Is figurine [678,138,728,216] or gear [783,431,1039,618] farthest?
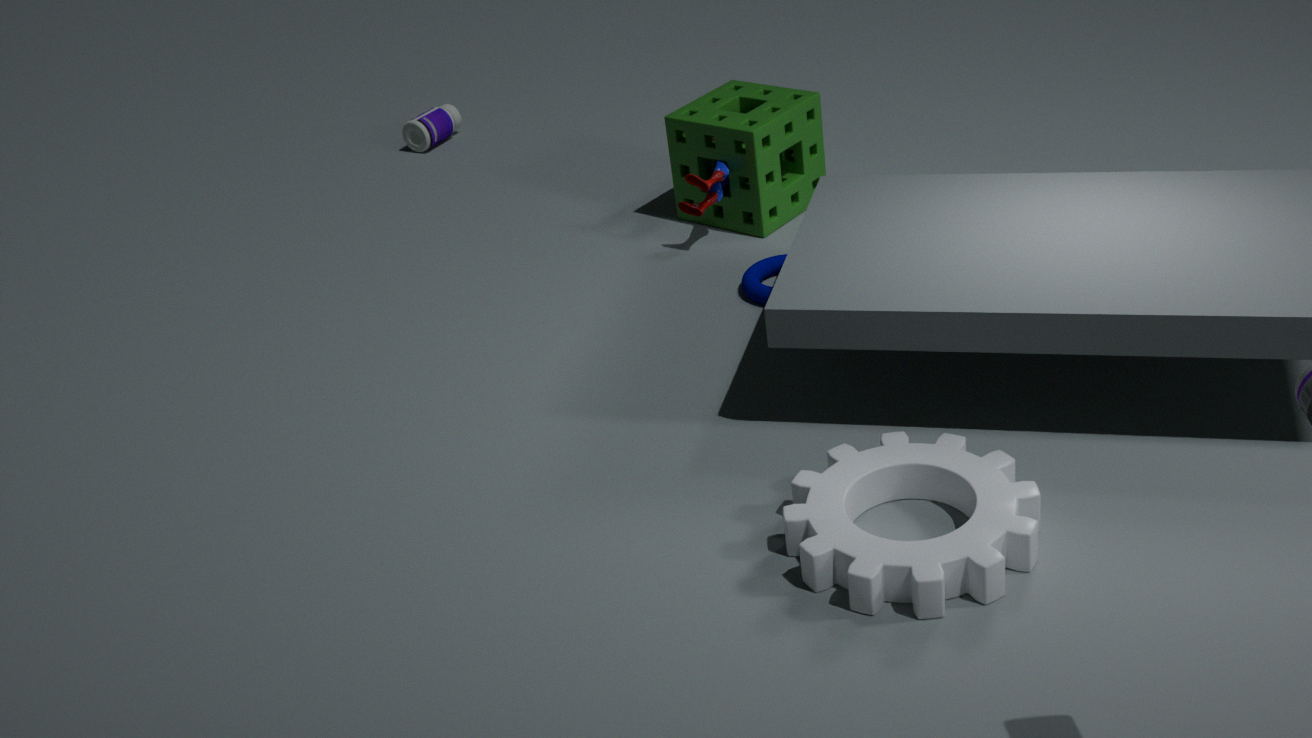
figurine [678,138,728,216]
